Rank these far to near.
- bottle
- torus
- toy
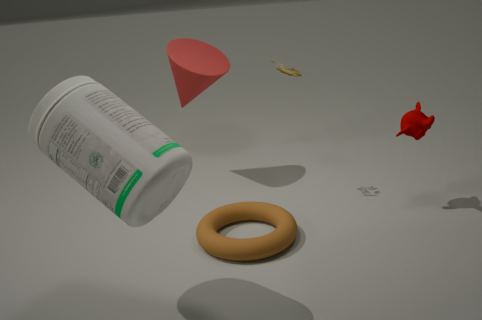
1. toy
2. torus
3. bottle
